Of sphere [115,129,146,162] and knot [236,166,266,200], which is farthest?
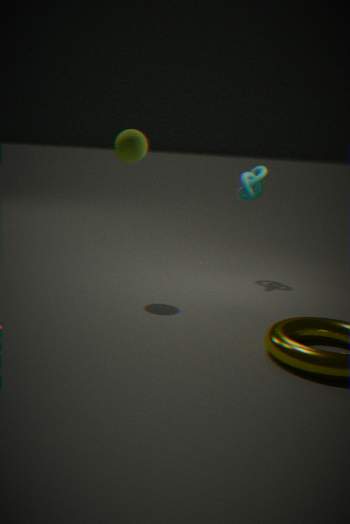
knot [236,166,266,200]
